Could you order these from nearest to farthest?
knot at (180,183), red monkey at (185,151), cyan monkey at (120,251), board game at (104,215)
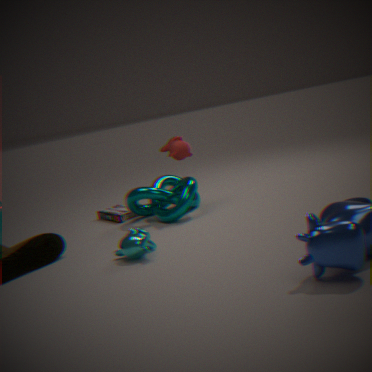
cyan monkey at (120,251), knot at (180,183), red monkey at (185,151), board game at (104,215)
